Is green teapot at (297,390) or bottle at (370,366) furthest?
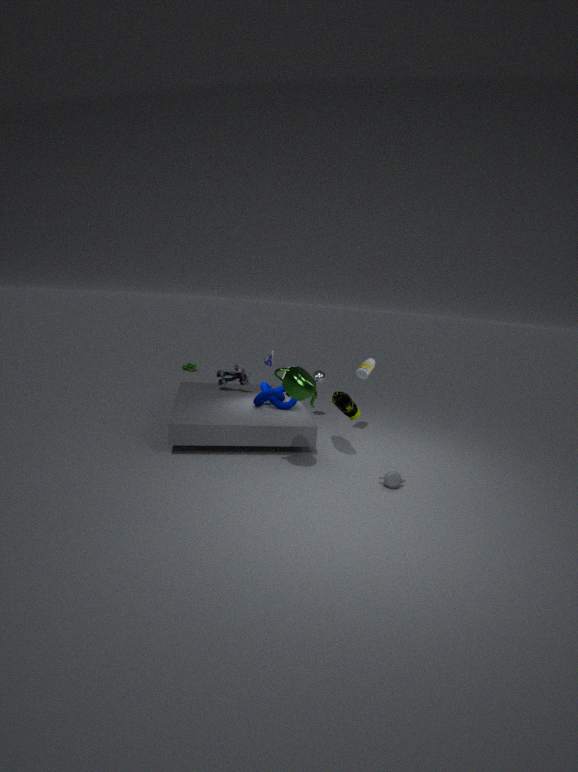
bottle at (370,366)
